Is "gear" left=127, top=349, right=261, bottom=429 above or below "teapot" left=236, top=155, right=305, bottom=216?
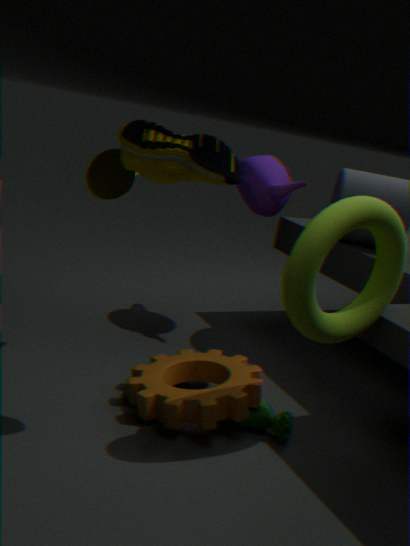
below
